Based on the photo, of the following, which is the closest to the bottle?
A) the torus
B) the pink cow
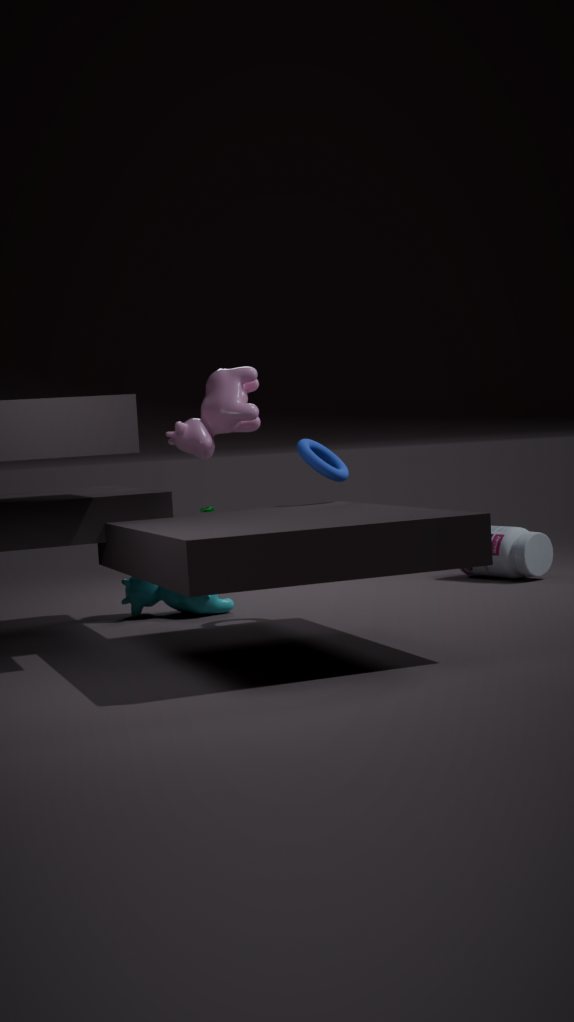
the torus
